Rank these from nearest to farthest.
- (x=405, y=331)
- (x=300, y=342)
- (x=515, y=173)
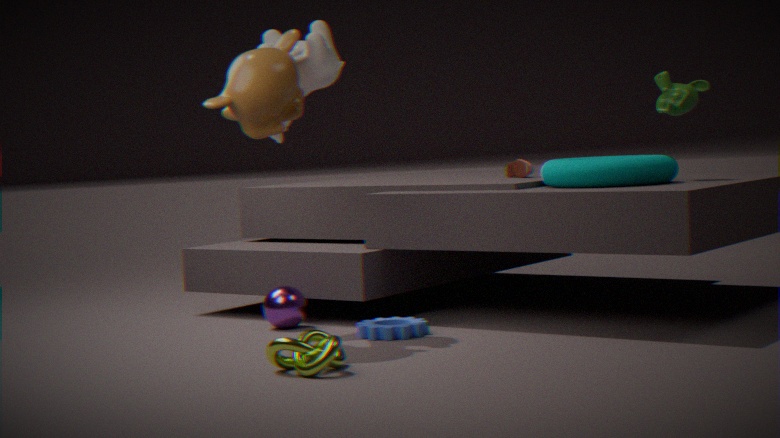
(x=300, y=342), (x=405, y=331), (x=515, y=173)
